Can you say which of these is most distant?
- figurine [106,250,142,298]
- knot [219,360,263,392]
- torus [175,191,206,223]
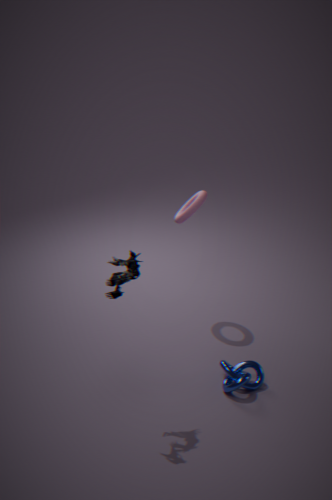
torus [175,191,206,223]
